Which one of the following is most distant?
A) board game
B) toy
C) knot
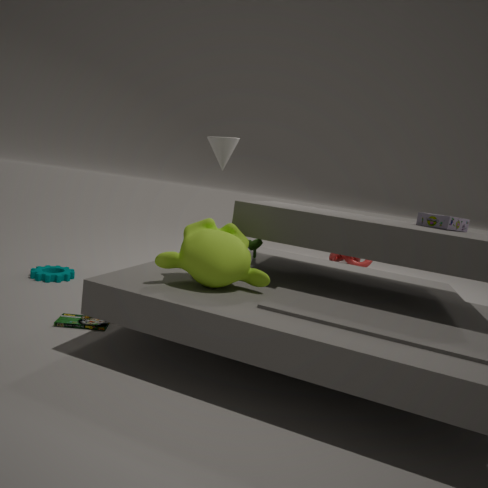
knot
